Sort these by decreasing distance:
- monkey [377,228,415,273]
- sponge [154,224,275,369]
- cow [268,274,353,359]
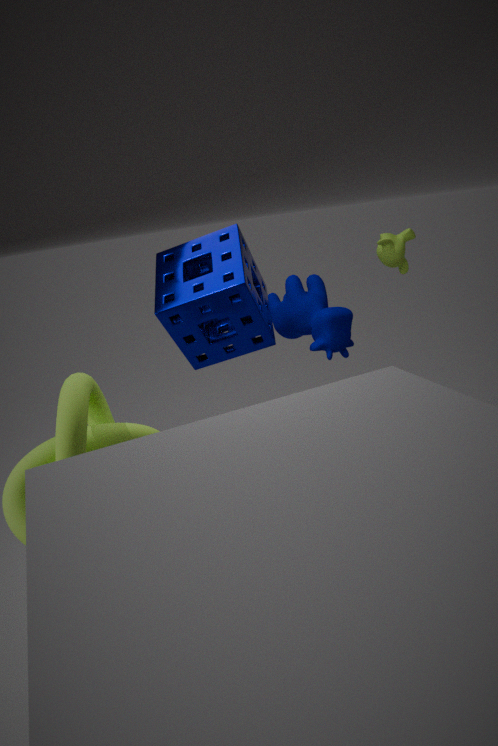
monkey [377,228,415,273] → cow [268,274,353,359] → sponge [154,224,275,369]
